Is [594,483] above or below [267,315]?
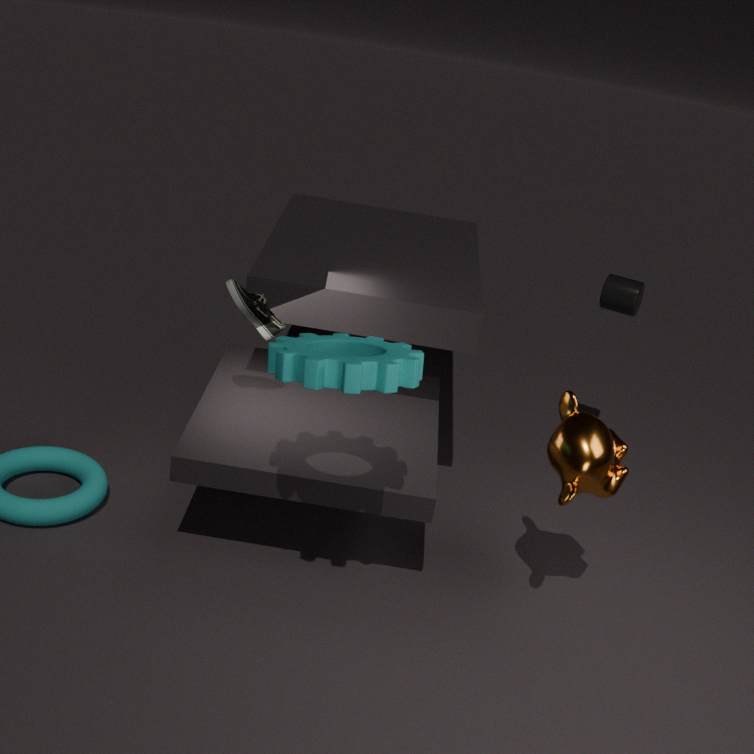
below
